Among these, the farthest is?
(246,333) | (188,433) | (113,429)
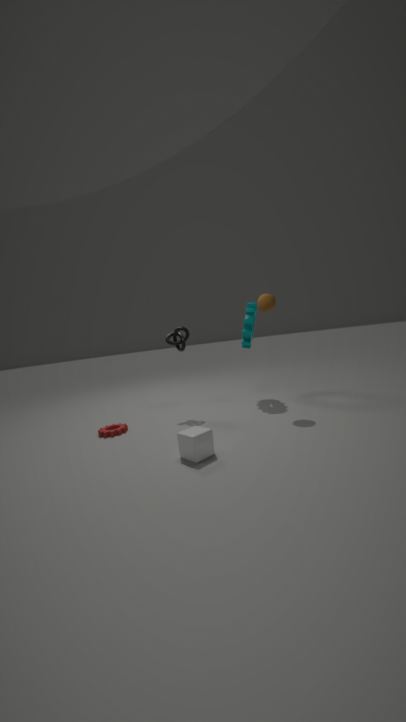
(246,333)
